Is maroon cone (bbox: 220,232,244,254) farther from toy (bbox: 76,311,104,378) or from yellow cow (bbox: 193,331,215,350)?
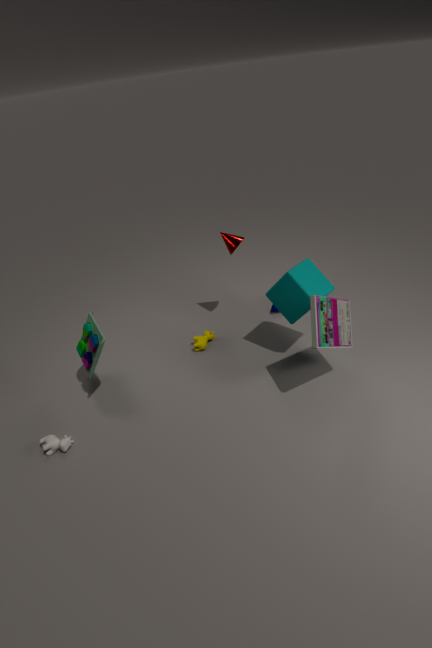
toy (bbox: 76,311,104,378)
